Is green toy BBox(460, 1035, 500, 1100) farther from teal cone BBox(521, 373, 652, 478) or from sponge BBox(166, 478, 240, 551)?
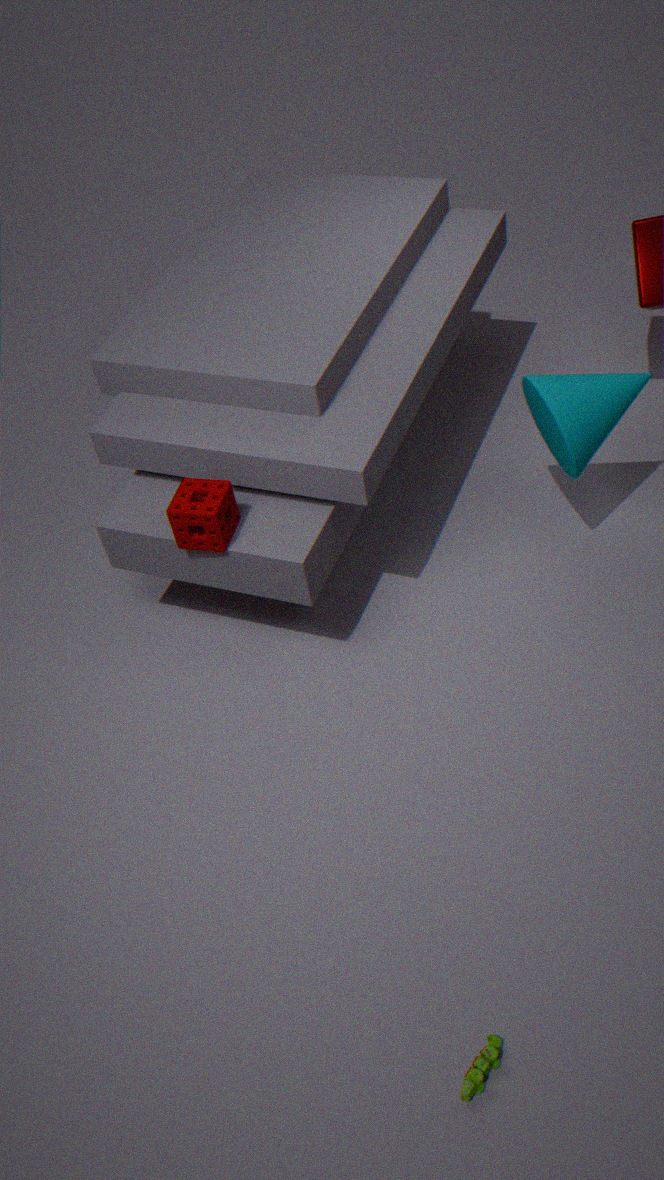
teal cone BBox(521, 373, 652, 478)
